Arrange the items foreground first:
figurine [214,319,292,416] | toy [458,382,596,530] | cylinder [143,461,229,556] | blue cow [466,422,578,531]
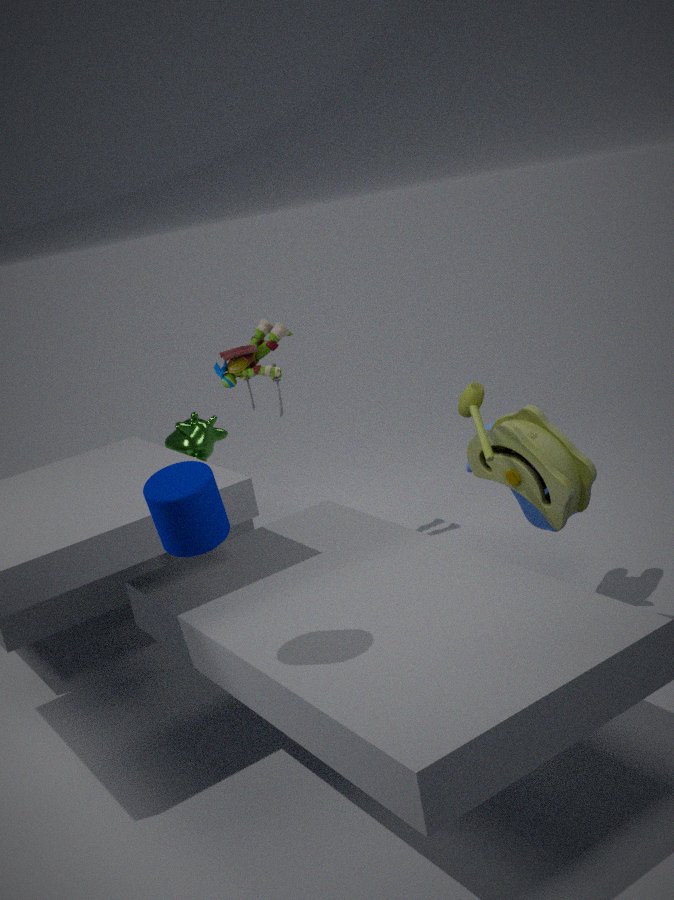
cylinder [143,461,229,556], toy [458,382,596,530], blue cow [466,422,578,531], figurine [214,319,292,416]
